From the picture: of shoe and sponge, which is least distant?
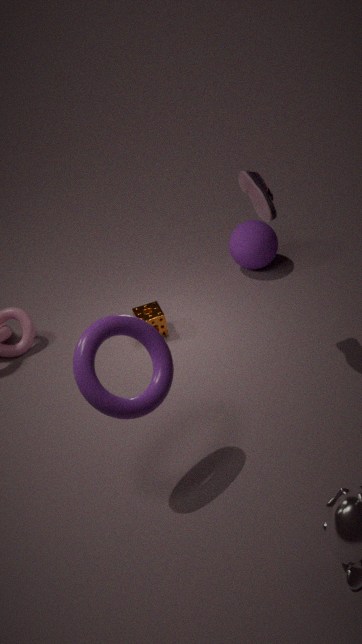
shoe
